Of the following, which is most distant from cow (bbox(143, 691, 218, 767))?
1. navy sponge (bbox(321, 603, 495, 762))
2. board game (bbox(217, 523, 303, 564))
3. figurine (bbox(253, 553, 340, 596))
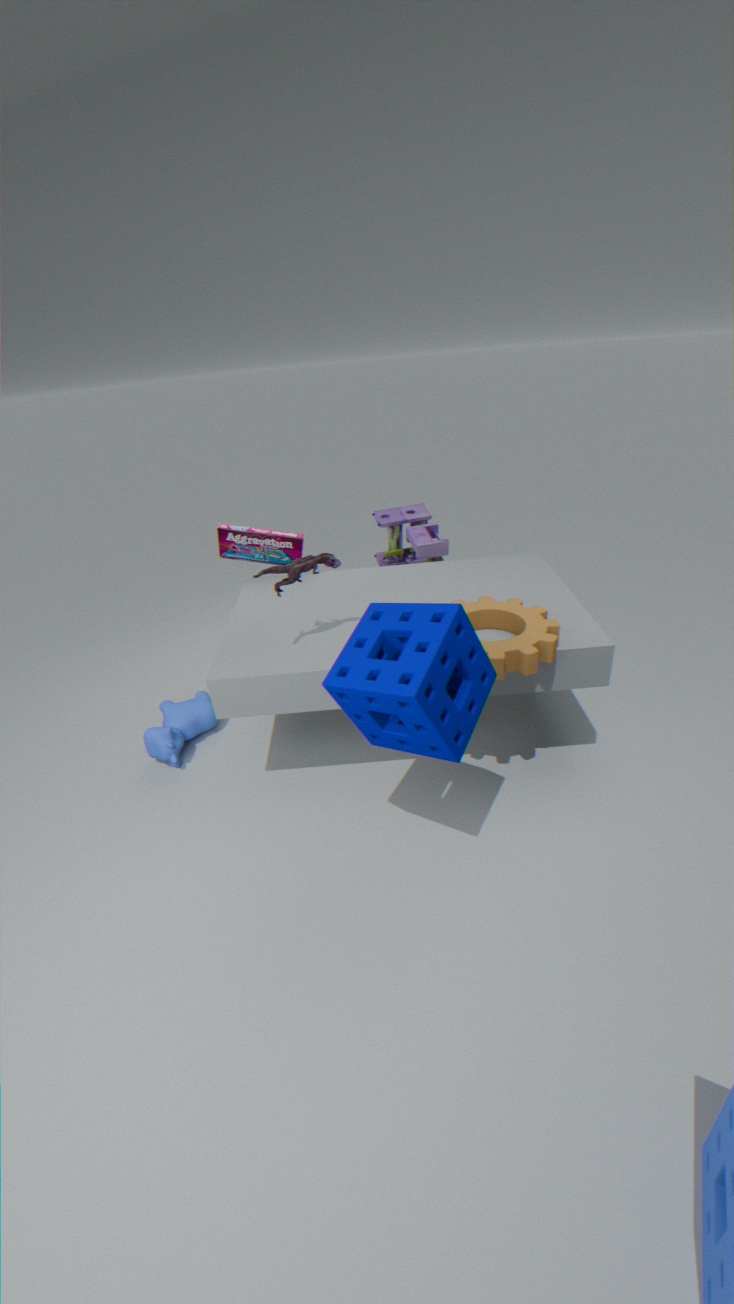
navy sponge (bbox(321, 603, 495, 762))
